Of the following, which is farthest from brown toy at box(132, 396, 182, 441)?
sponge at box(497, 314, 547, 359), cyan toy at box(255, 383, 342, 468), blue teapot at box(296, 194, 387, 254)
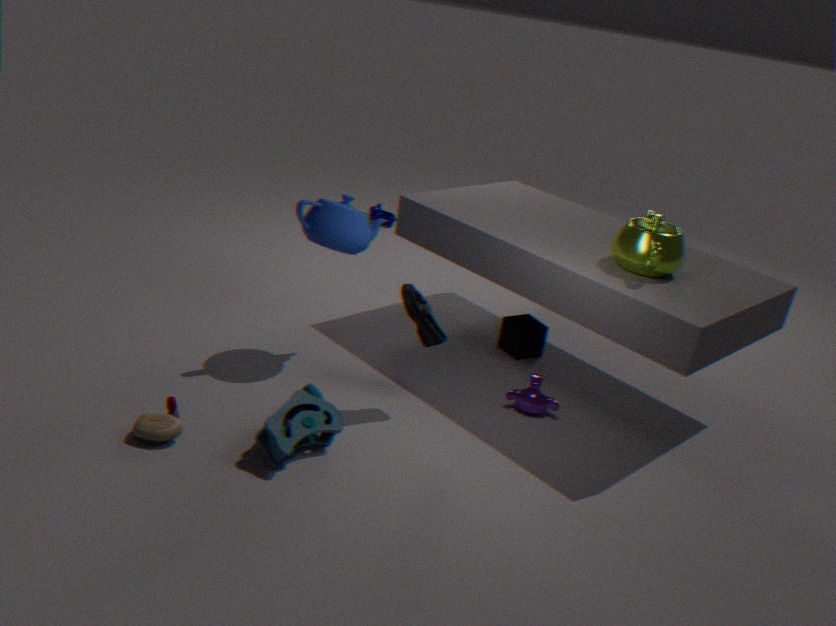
sponge at box(497, 314, 547, 359)
